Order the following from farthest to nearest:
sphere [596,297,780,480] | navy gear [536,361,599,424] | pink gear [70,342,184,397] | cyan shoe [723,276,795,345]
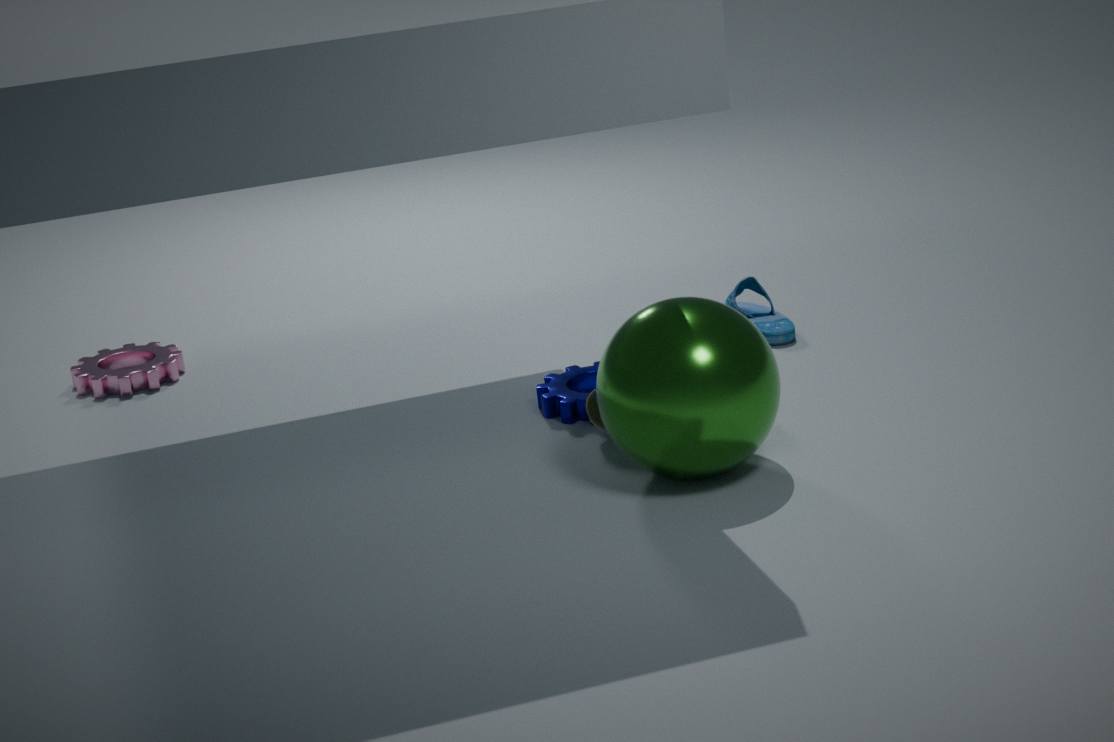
pink gear [70,342,184,397] < cyan shoe [723,276,795,345] < navy gear [536,361,599,424] < sphere [596,297,780,480]
